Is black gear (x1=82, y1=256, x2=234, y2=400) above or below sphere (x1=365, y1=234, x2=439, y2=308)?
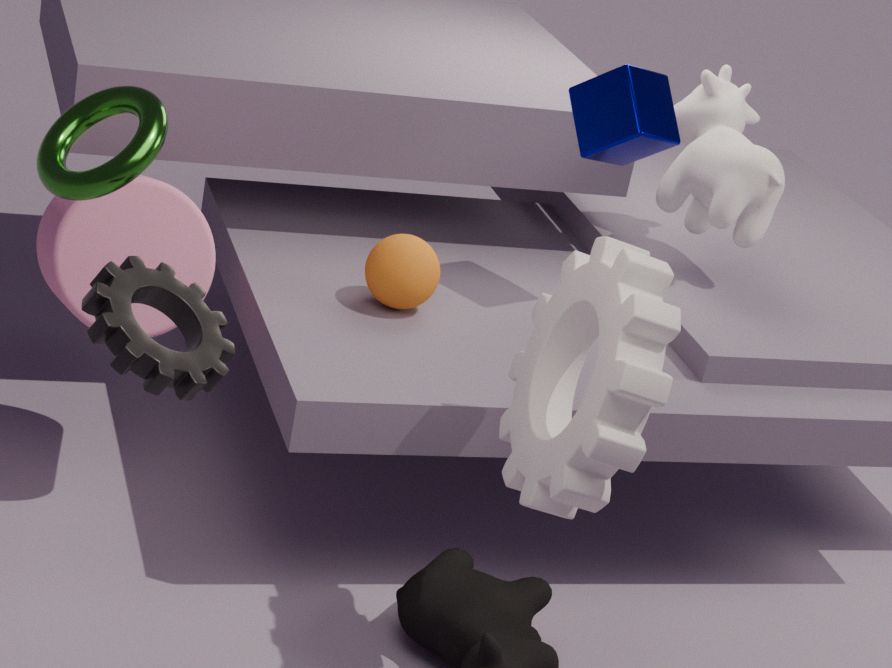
above
